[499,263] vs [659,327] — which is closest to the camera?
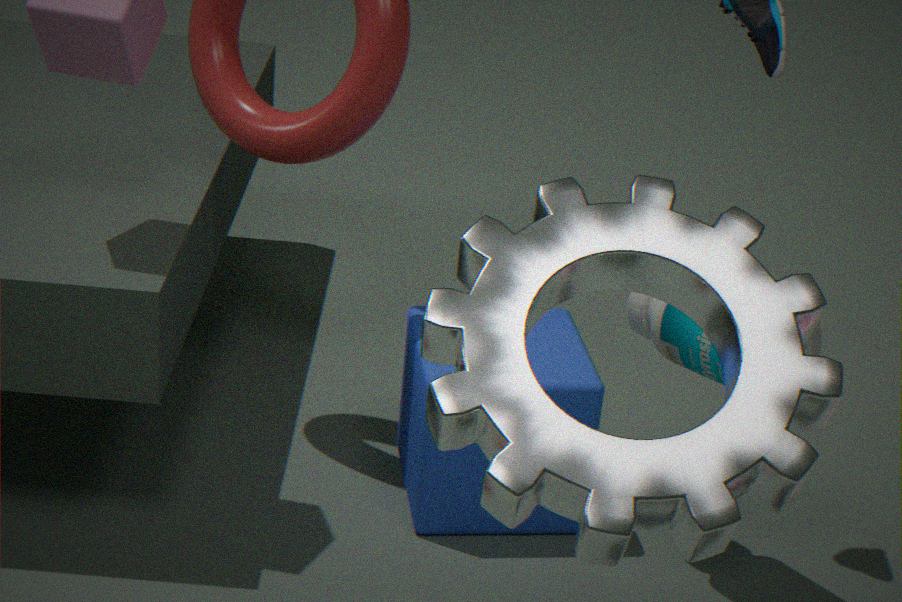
[499,263]
